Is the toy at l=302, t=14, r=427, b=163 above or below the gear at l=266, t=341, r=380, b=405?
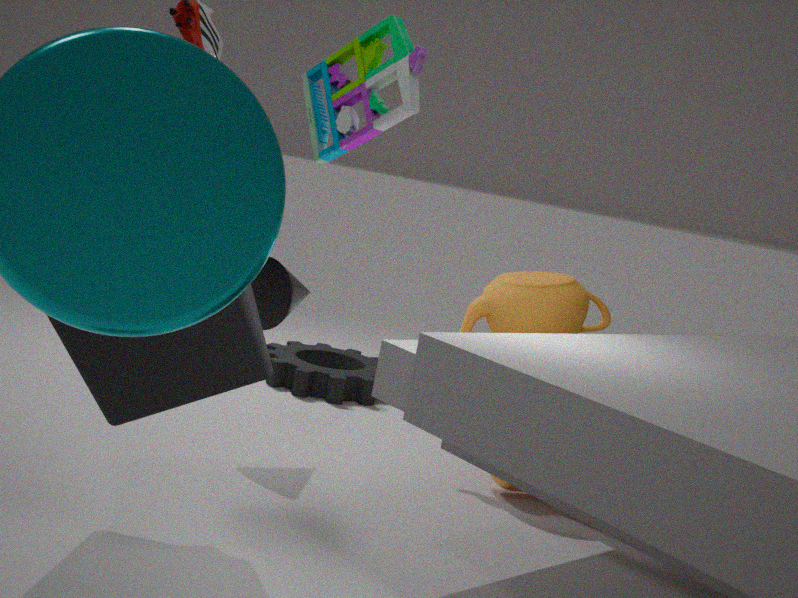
above
